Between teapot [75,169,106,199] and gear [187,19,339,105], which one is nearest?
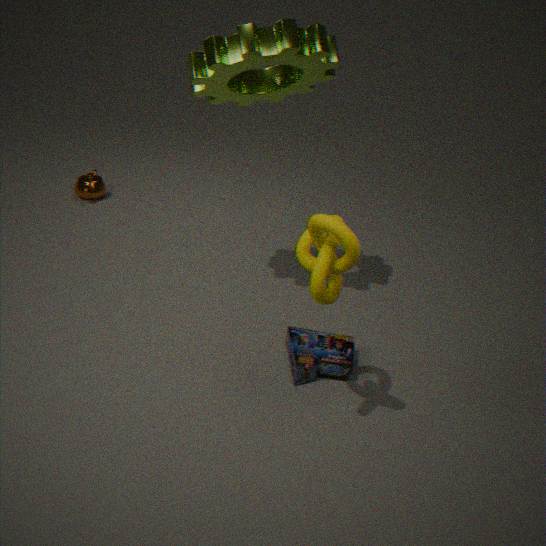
gear [187,19,339,105]
